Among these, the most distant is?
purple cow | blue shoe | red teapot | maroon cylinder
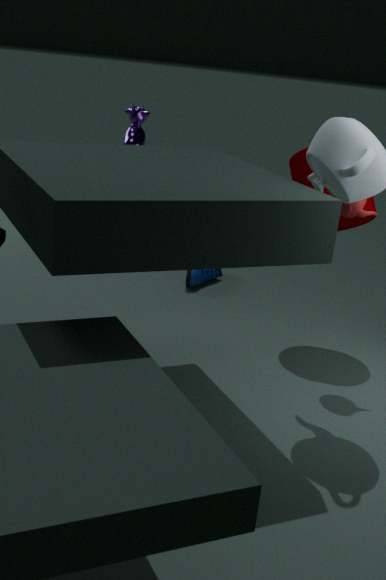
blue shoe
